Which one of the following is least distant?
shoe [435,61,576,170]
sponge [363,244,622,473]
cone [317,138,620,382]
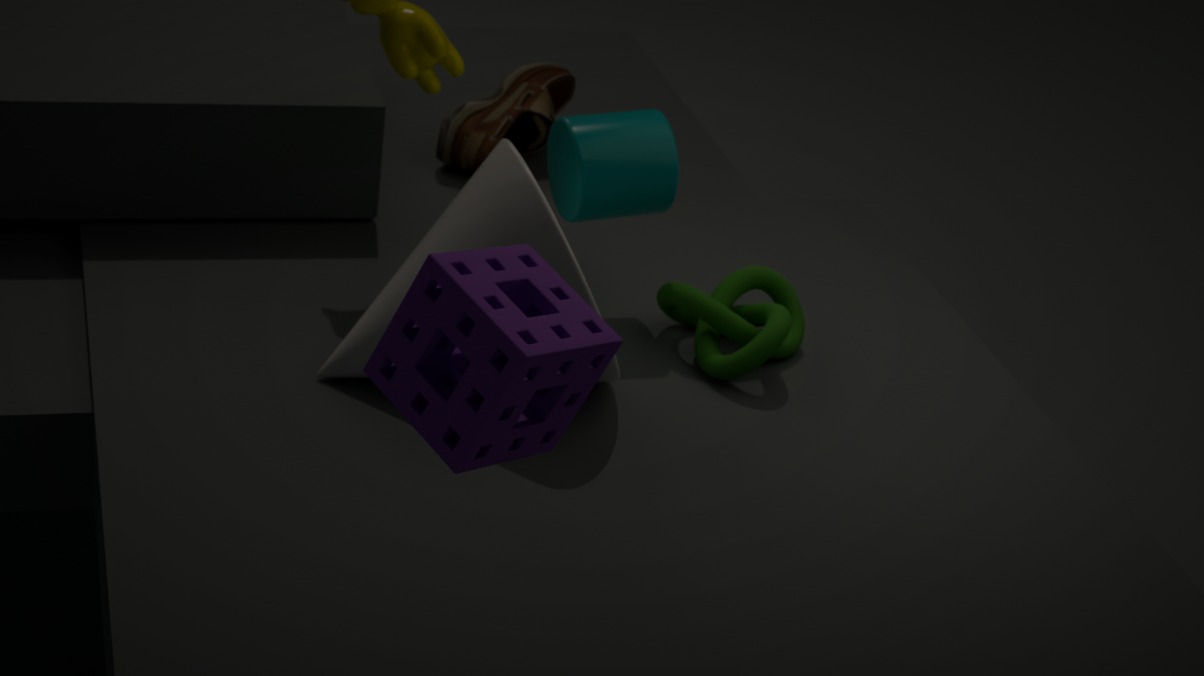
sponge [363,244,622,473]
